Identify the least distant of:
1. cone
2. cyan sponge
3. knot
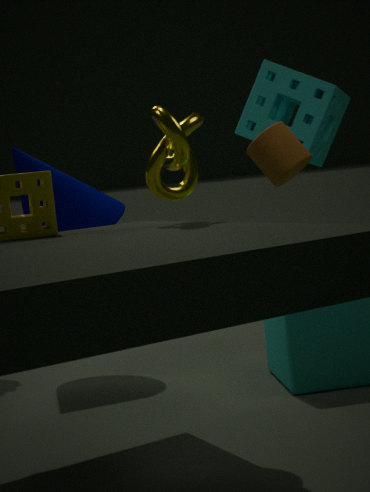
knot
